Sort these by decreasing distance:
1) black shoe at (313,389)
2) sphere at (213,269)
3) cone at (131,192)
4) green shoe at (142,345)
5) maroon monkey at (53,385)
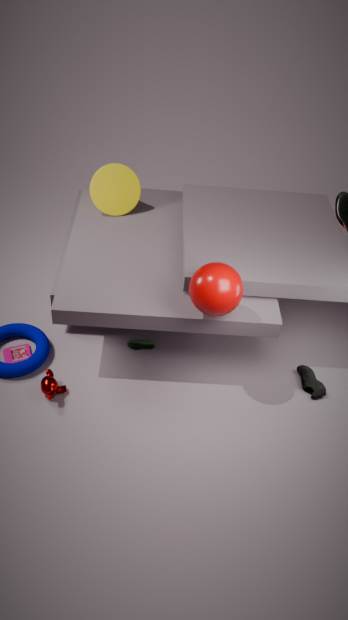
3. cone at (131,192) < 4. green shoe at (142,345) < 1. black shoe at (313,389) < 5. maroon monkey at (53,385) < 2. sphere at (213,269)
